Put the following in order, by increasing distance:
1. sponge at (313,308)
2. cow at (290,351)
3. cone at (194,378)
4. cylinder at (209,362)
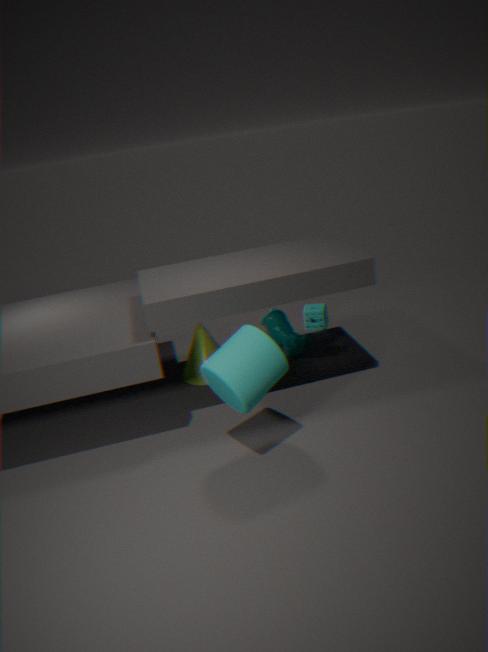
1. cylinder at (209,362)
2. cone at (194,378)
3. cow at (290,351)
4. sponge at (313,308)
